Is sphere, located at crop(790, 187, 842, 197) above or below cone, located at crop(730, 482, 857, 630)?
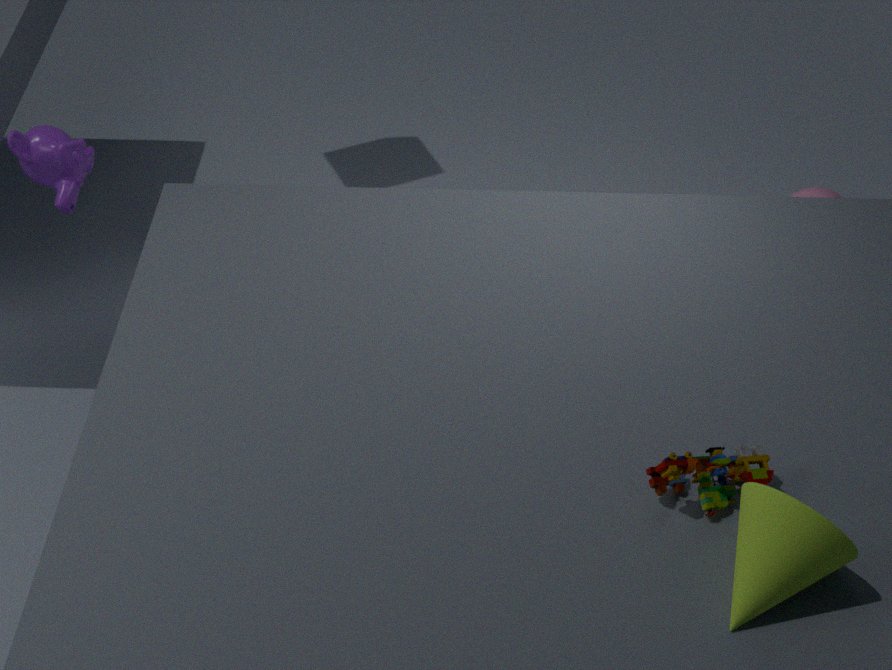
below
